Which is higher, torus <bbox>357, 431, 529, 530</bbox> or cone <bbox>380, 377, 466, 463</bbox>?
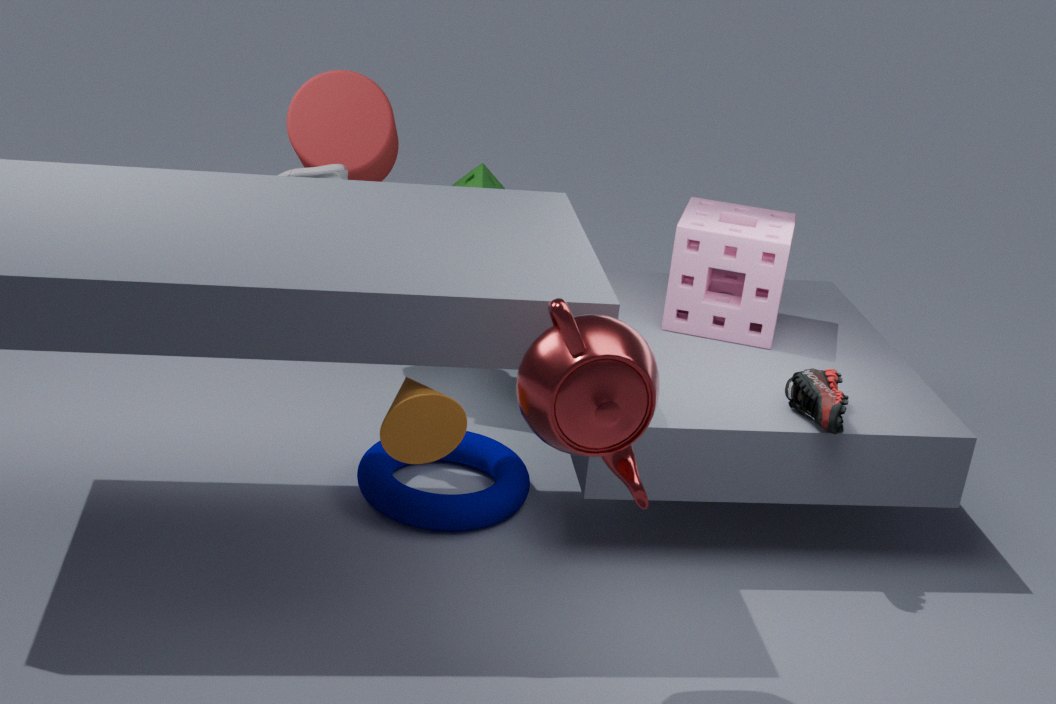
cone <bbox>380, 377, 466, 463</bbox>
